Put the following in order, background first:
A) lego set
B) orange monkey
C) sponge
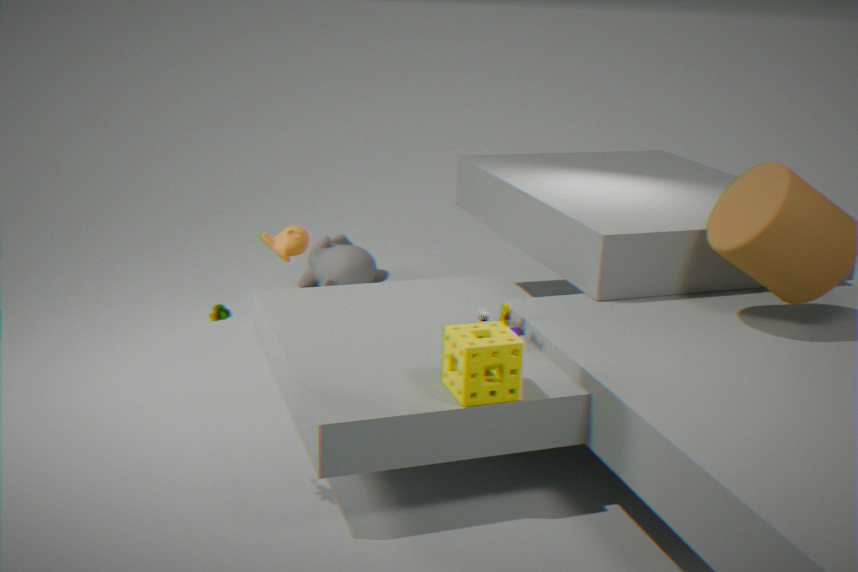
B. orange monkey
A. lego set
C. sponge
